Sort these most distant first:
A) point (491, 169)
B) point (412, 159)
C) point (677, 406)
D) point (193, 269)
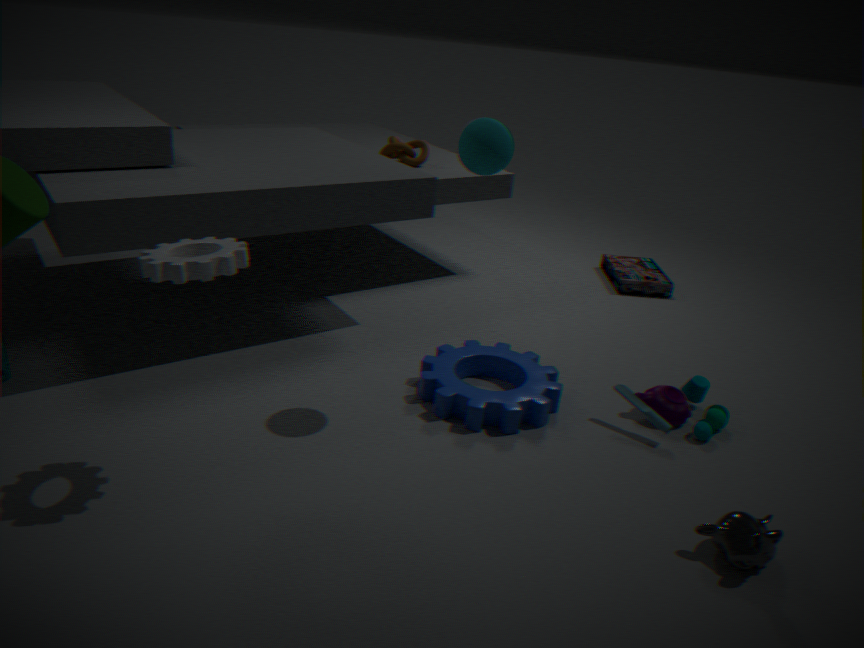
point (412, 159) < point (677, 406) < point (491, 169) < point (193, 269)
